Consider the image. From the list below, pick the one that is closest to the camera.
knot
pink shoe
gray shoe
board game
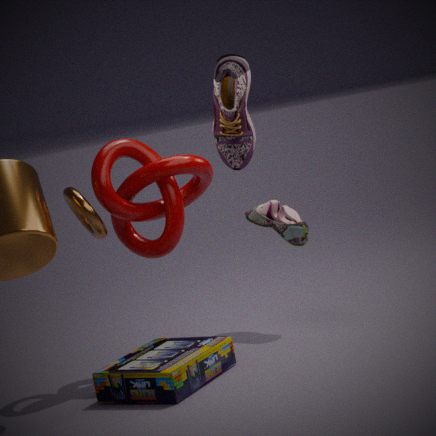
pink shoe
